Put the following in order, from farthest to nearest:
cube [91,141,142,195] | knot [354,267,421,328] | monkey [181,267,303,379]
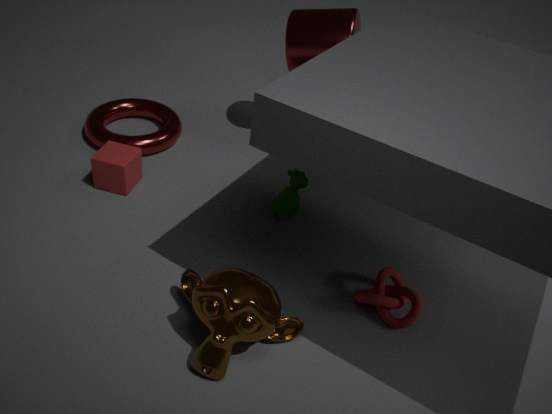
cube [91,141,142,195] → knot [354,267,421,328] → monkey [181,267,303,379]
